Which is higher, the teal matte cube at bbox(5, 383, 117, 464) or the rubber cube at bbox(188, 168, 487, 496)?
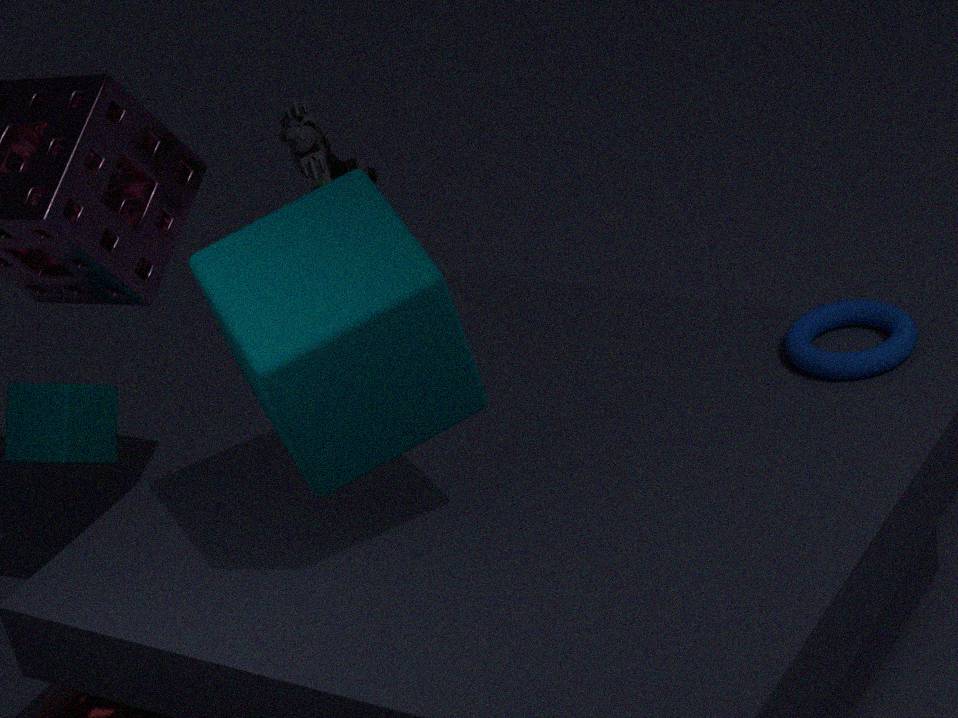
the rubber cube at bbox(188, 168, 487, 496)
